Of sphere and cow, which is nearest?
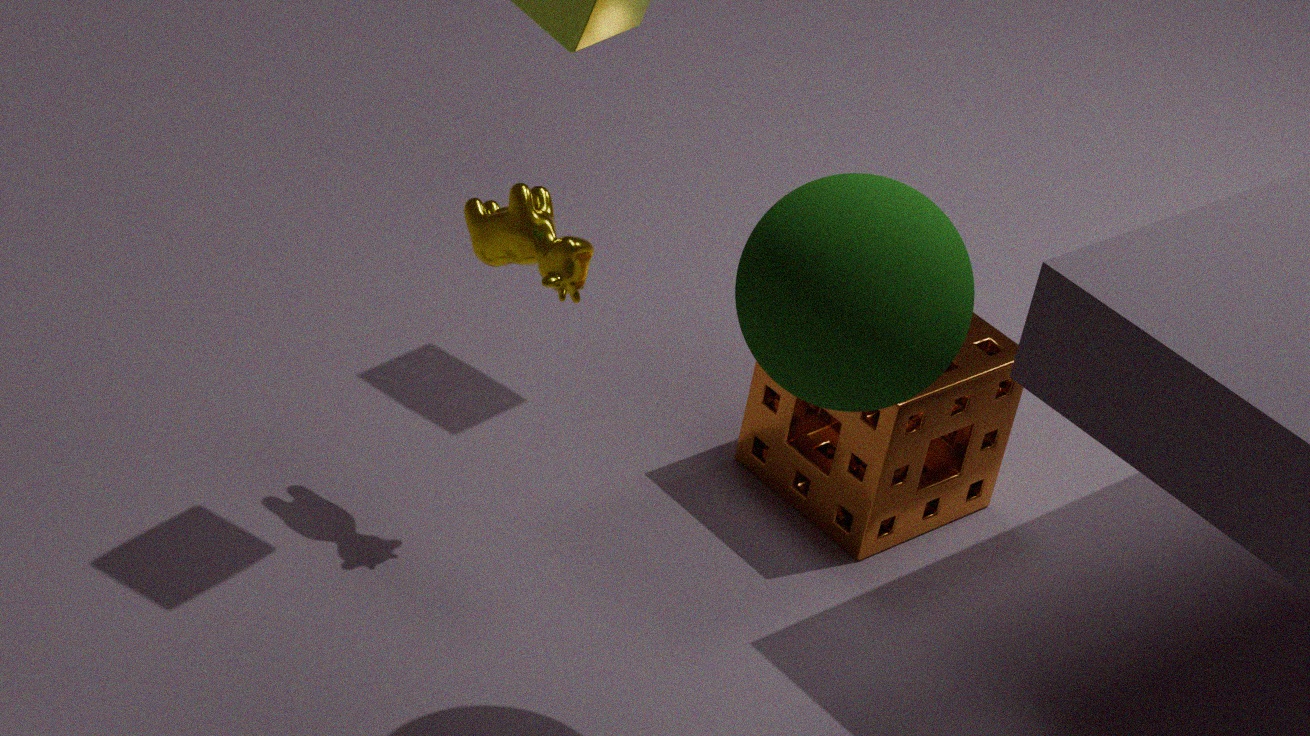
sphere
